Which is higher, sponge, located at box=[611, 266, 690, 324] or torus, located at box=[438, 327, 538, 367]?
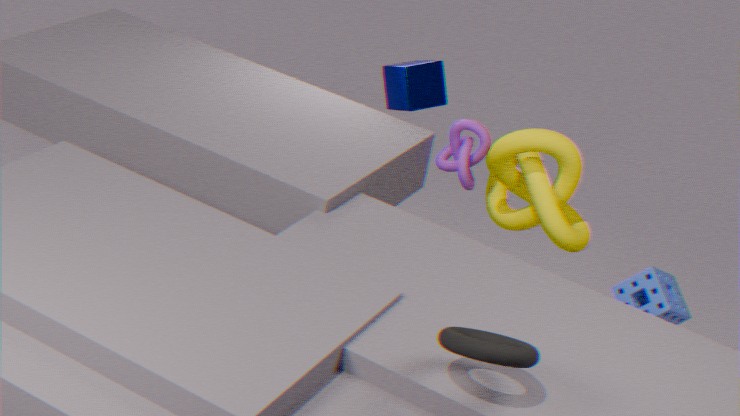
torus, located at box=[438, 327, 538, 367]
